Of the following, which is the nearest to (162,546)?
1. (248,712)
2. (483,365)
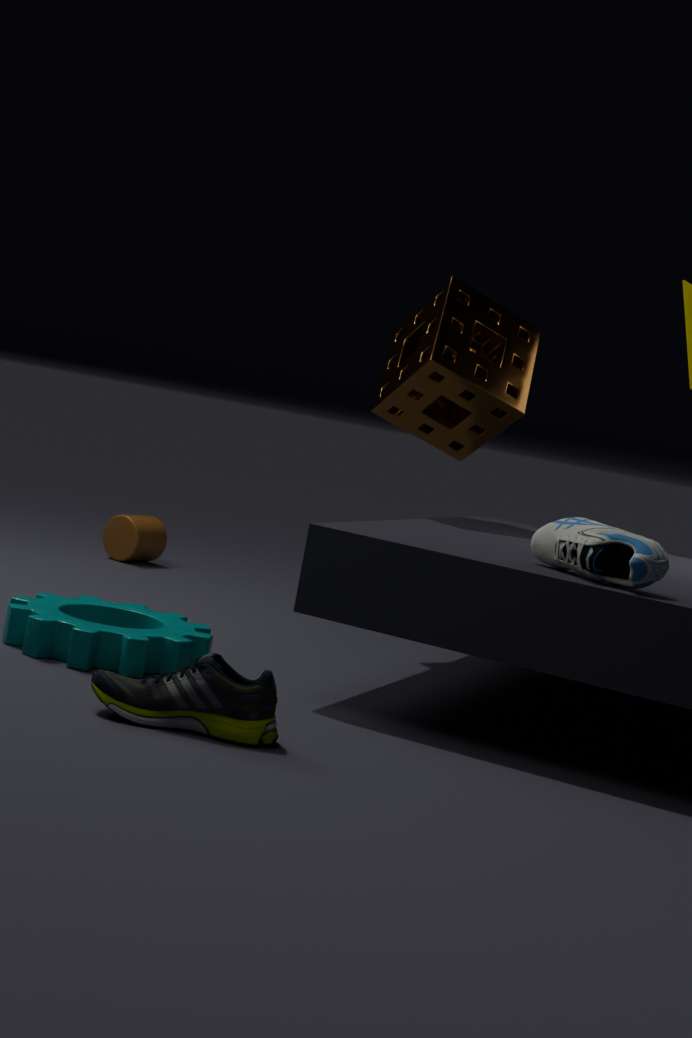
(483,365)
